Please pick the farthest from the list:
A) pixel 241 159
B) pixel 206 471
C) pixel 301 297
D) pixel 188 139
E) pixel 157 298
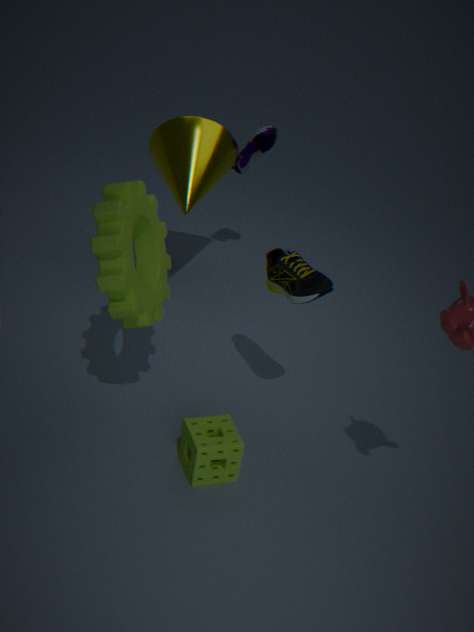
pixel 241 159
